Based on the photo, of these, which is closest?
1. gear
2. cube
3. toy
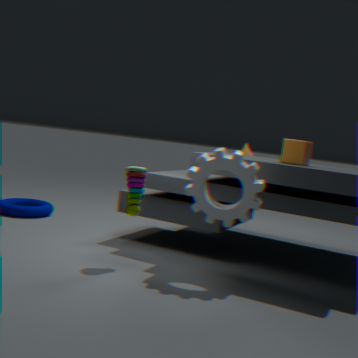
gear
